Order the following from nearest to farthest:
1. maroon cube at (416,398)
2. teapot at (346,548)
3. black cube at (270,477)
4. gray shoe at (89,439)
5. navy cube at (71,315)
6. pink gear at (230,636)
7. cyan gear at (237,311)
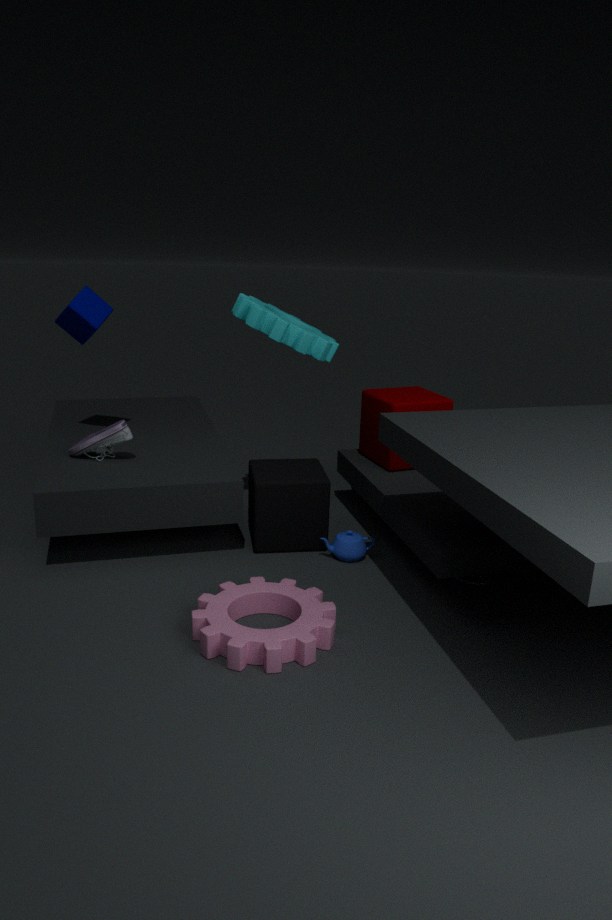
pink gear at (230,636) < cyan gear at (237,311) < teapot at (346,548) < black cube at (270,477) < gray shoe at (89,439) < navy cube at (71,315) < maroon cube at (416,398)
